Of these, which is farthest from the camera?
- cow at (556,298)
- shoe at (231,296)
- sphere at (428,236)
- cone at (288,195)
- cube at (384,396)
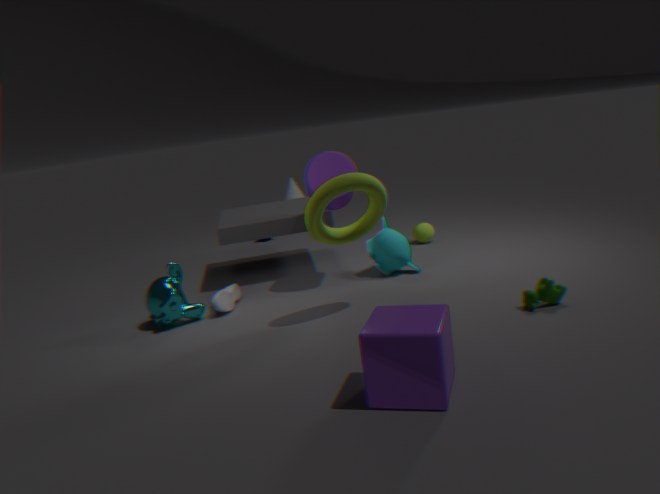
cone at (288,195)
